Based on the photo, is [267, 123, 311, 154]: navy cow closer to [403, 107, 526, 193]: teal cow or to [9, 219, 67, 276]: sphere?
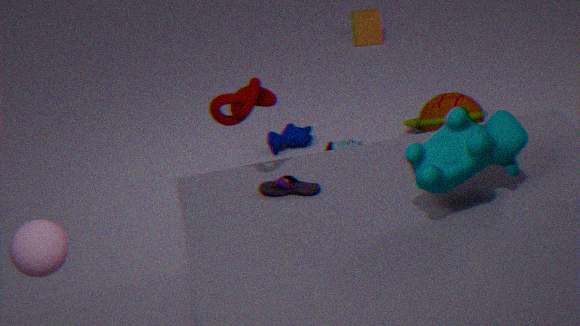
[403, 107, 526, 193]: teal cow
